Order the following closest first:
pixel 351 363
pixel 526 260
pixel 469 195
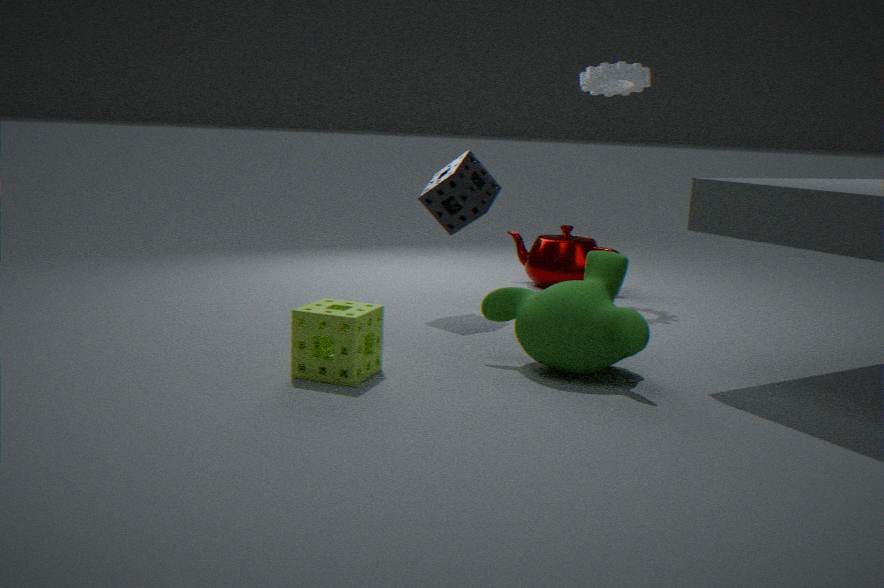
1. pixel 351 363
2. pixel 469 195
3. pixel 526 260
